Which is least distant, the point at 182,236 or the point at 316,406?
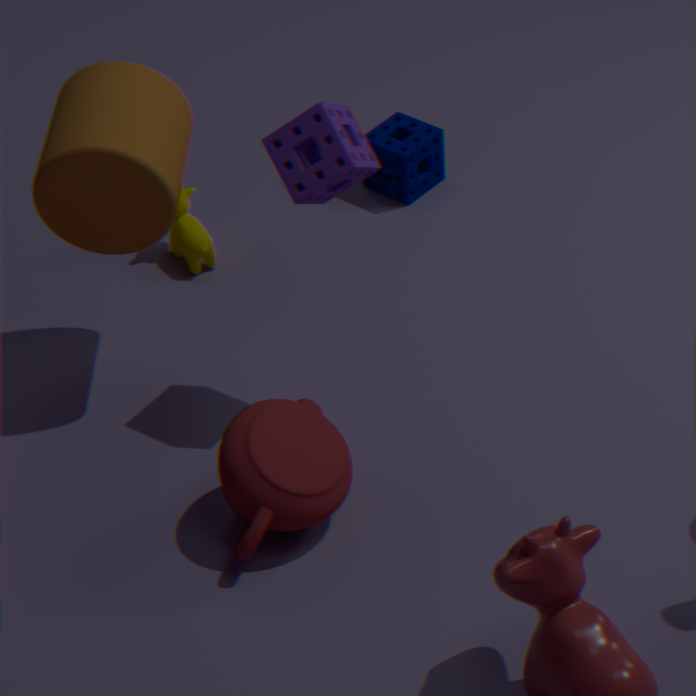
the point at 316,406
